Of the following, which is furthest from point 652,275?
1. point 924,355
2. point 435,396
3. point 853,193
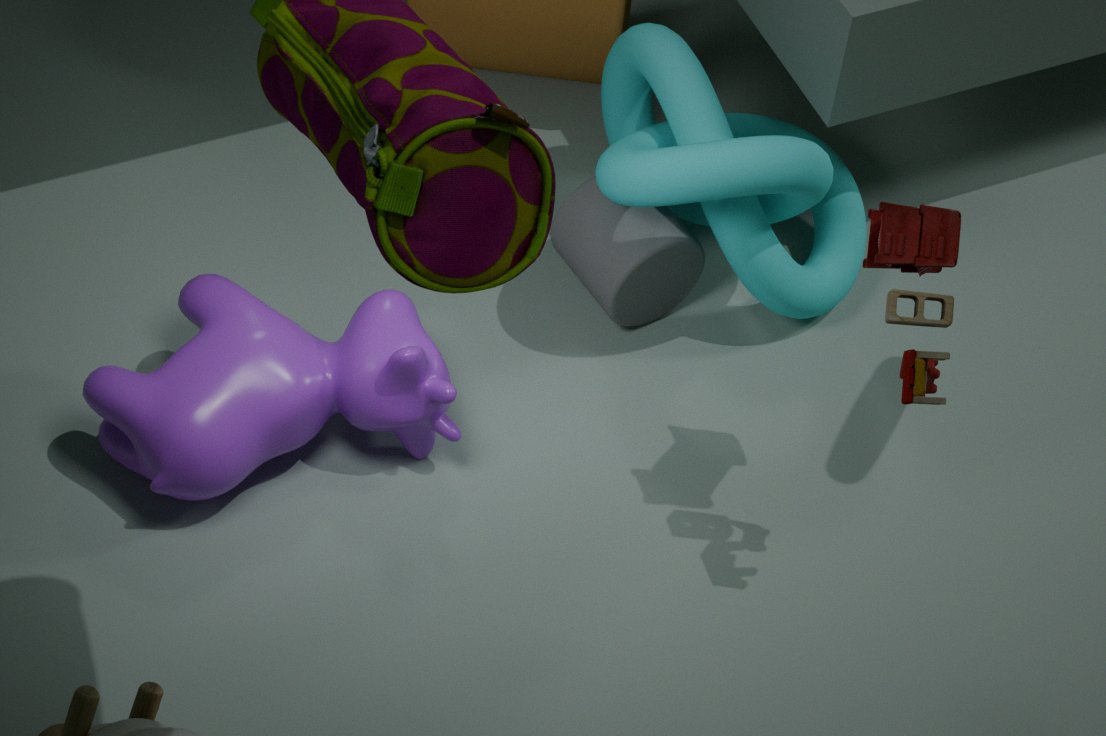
point 924,355
